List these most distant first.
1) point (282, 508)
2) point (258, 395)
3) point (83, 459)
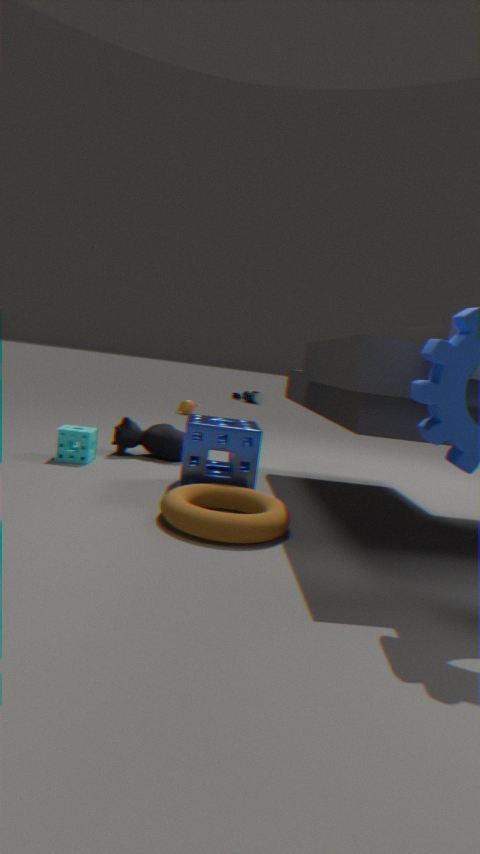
1. 2. point (258, 395)
2. 3. point (83, 459)
3. 1. point (282, 508)
